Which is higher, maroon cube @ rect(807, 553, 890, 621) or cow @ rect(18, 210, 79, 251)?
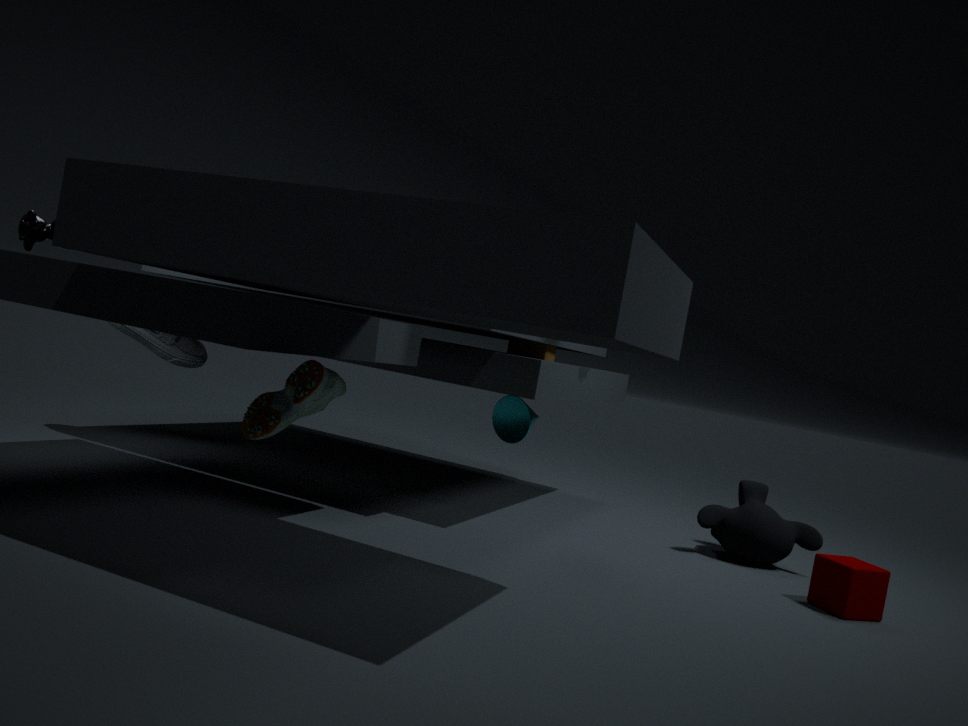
cow @ rect(18, 210, 79, 251)
